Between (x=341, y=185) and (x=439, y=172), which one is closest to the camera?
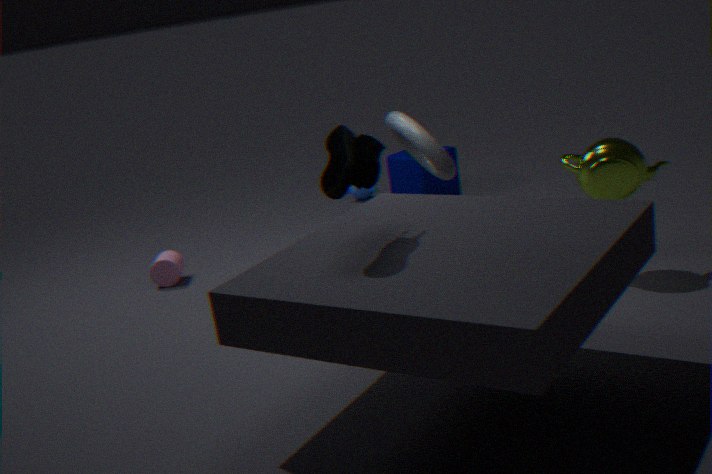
(x=341, y=185)
